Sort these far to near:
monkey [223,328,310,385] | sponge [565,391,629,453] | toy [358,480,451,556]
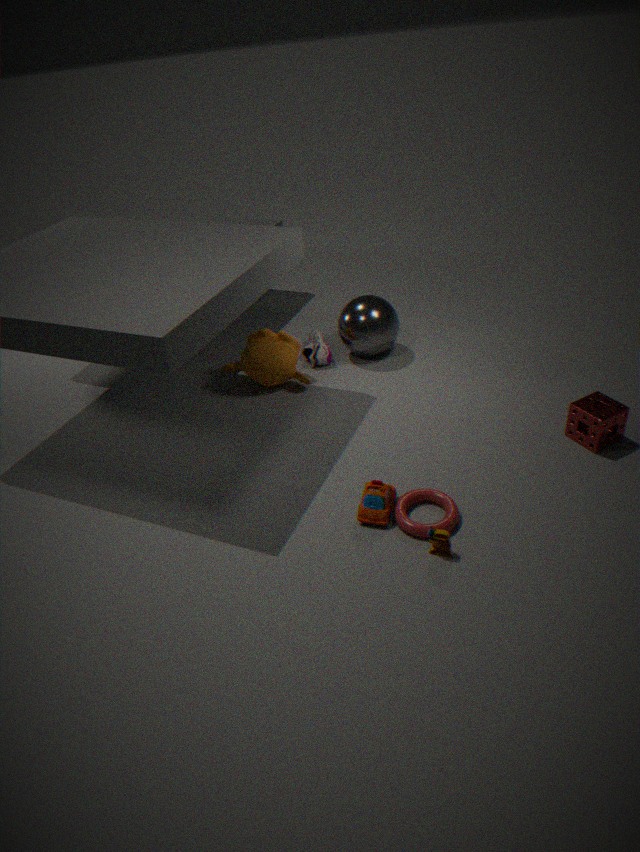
monkey [223,328,310,385] < sponge [565,391,629,453] < toy [358,480,451,556]
